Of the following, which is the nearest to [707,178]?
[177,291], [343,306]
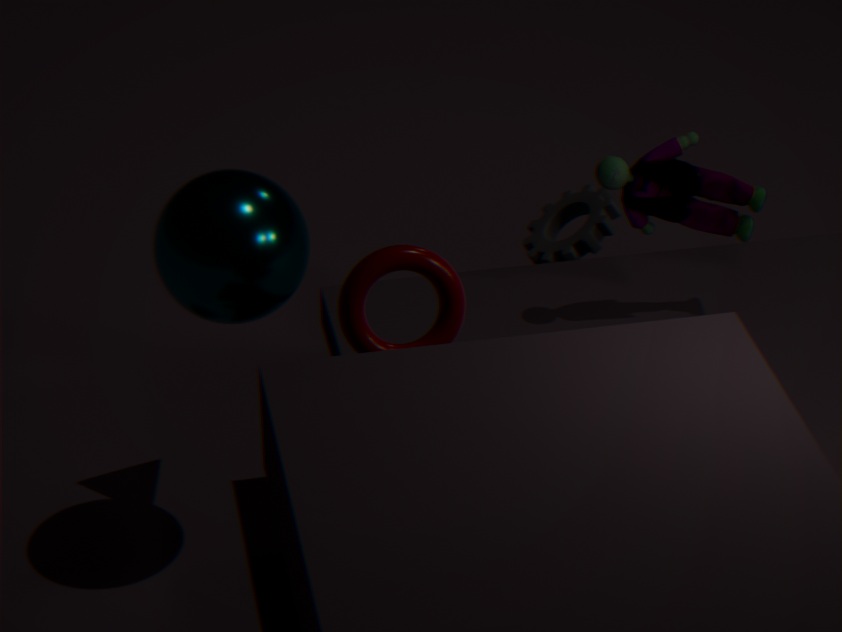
[343,306]
